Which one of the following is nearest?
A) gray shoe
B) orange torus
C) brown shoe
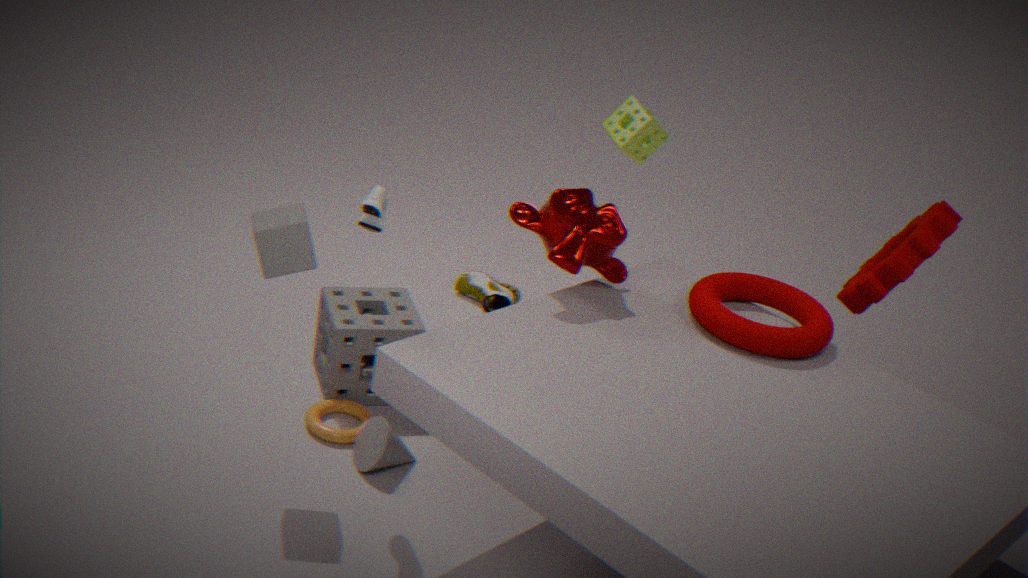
gray shoe
